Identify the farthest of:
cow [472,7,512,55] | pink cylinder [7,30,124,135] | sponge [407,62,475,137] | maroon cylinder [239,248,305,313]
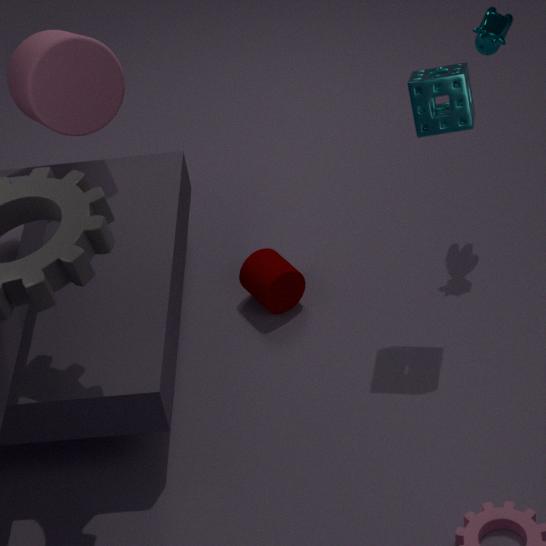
maroon cylinder [239,248,305,313]
